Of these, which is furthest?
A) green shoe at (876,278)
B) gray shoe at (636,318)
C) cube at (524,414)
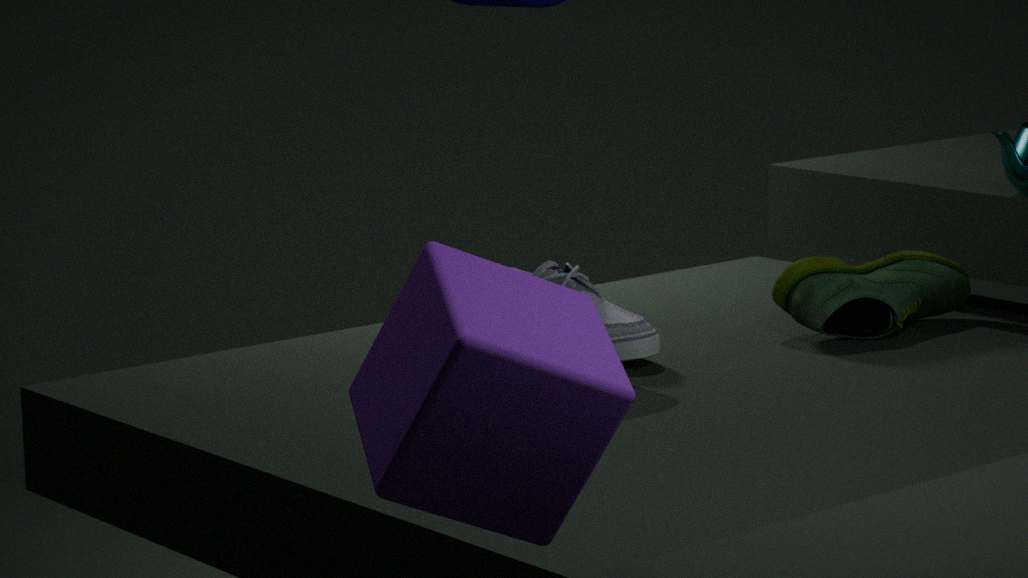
green shoe at (876,278)
